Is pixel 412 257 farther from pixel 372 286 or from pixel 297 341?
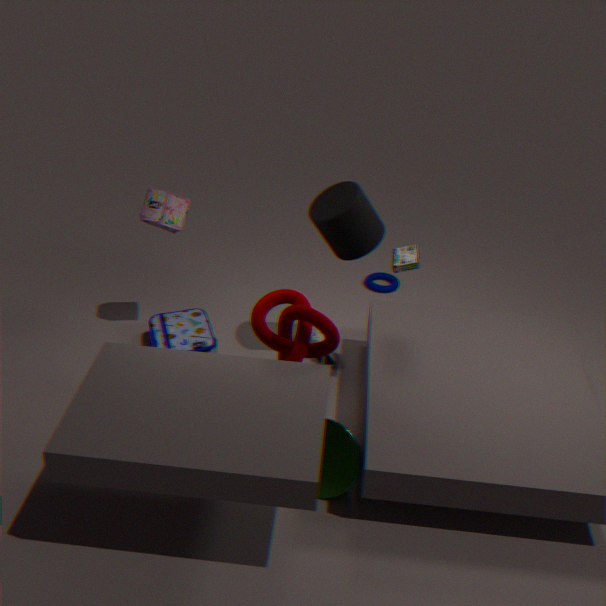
pixel 372 286
